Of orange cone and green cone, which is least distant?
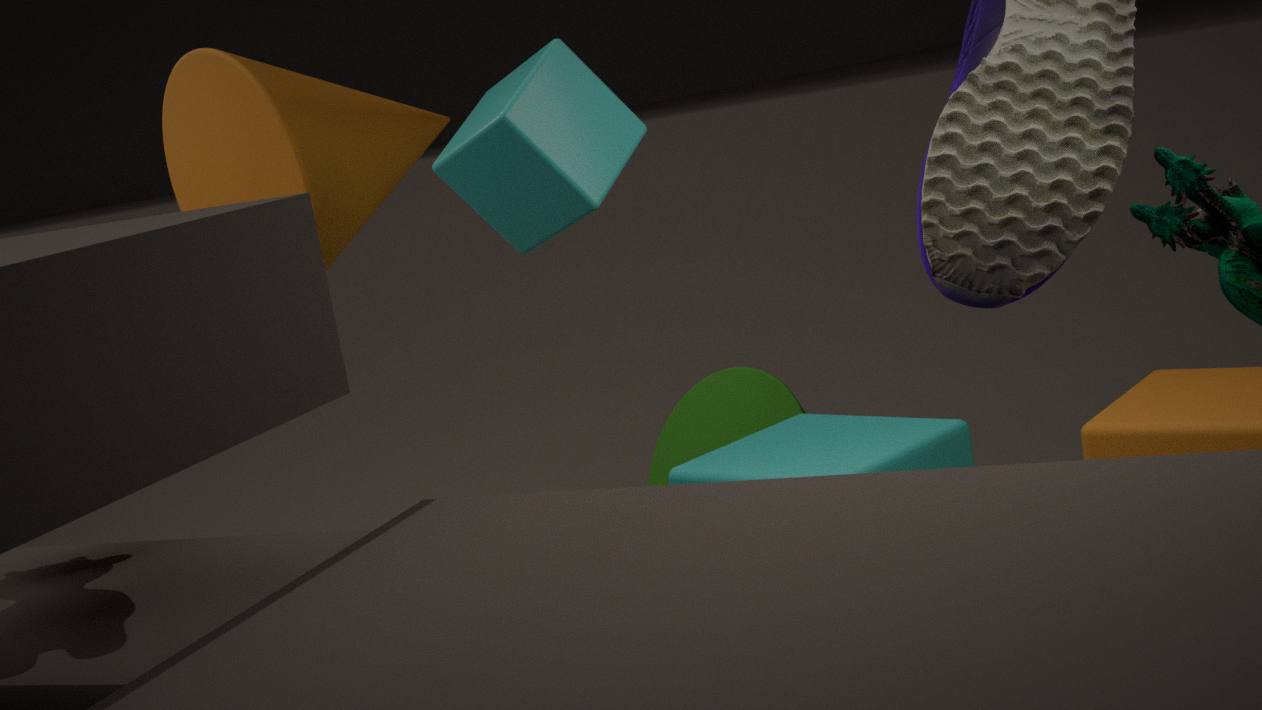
orange cone
